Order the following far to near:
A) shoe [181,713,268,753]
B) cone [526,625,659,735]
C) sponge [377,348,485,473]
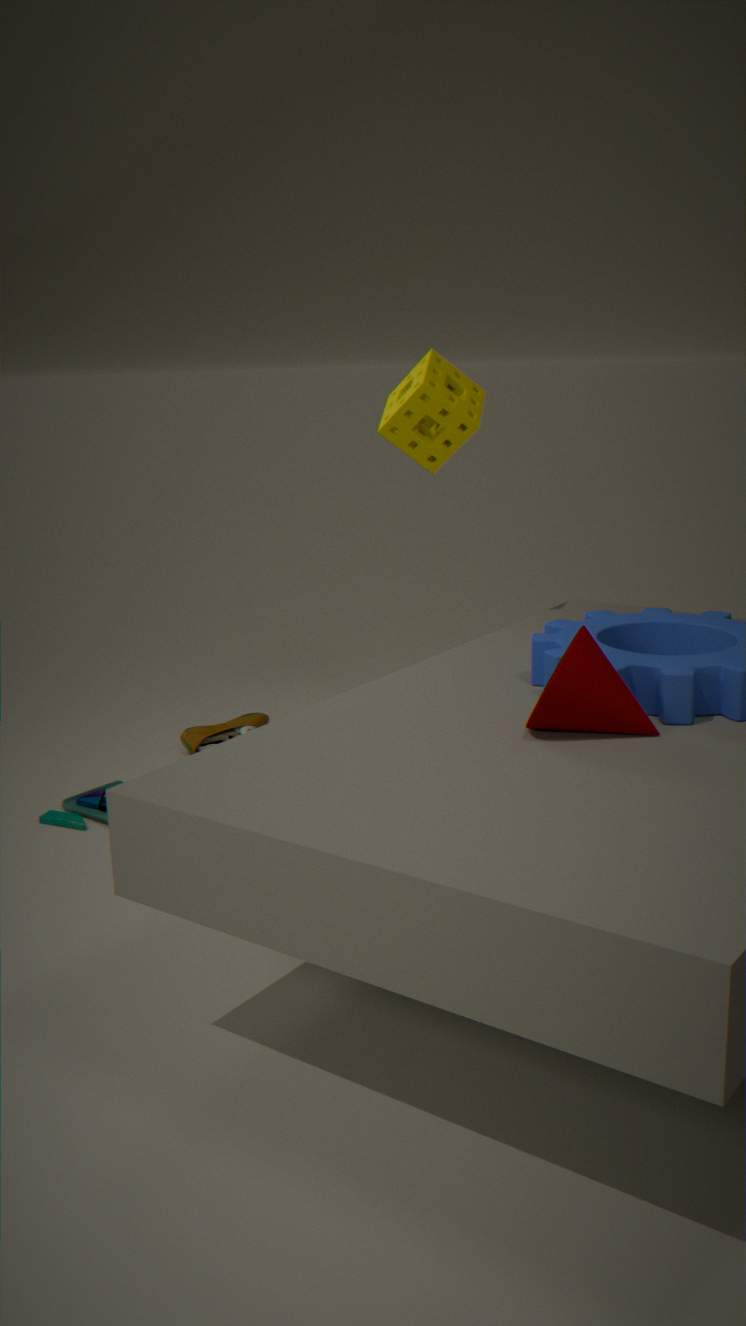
shoe [181,713,268,753] < sponge [377,348,485,473] < cone [526,625,659,735]
